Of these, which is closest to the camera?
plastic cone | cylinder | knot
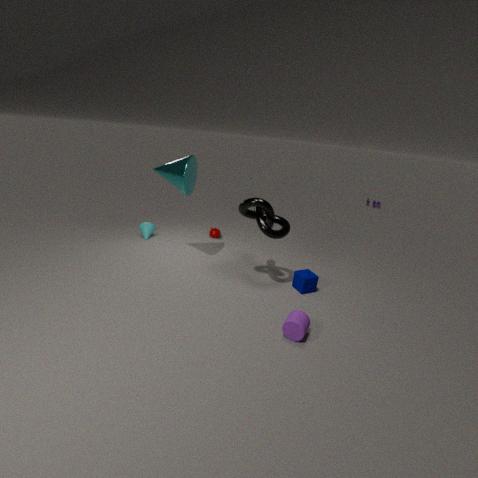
cylinder
